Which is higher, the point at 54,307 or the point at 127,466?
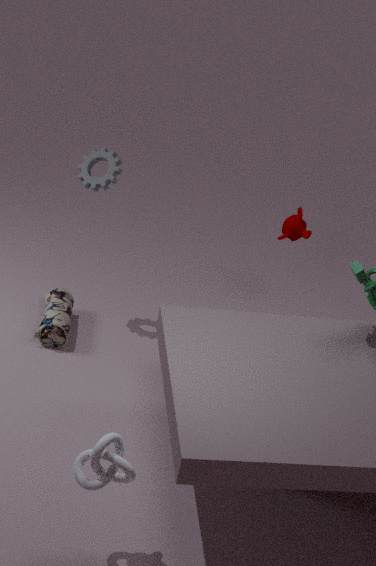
the point at 127,466
